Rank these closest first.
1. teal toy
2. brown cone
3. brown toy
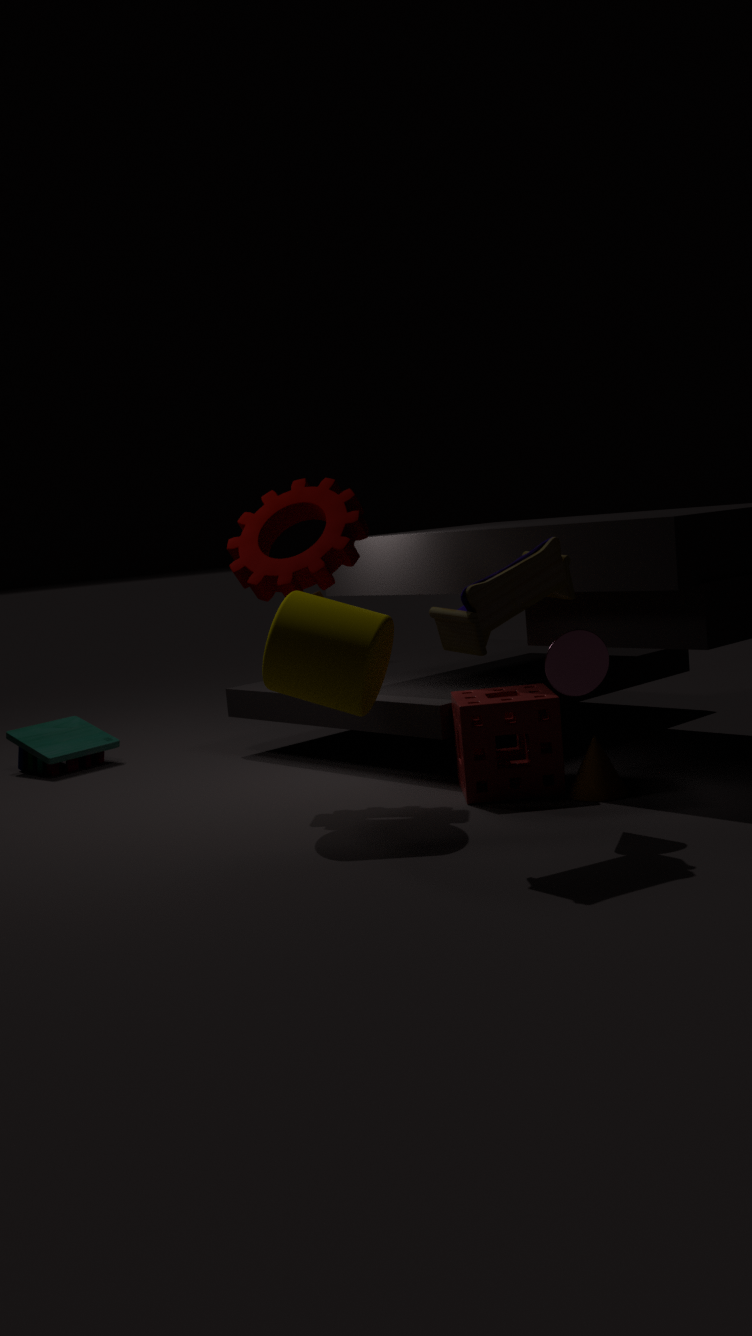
brown toy
brown cone
teal toy
